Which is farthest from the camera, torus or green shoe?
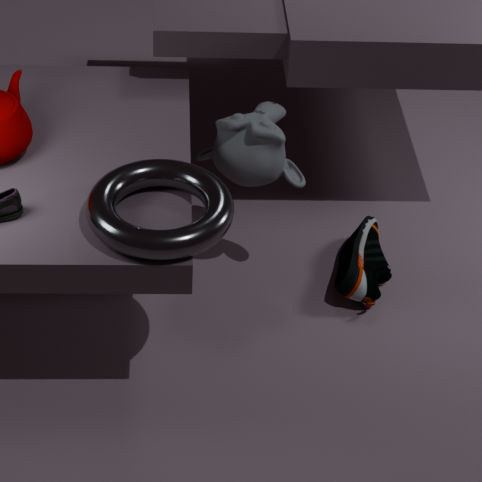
green shoe
